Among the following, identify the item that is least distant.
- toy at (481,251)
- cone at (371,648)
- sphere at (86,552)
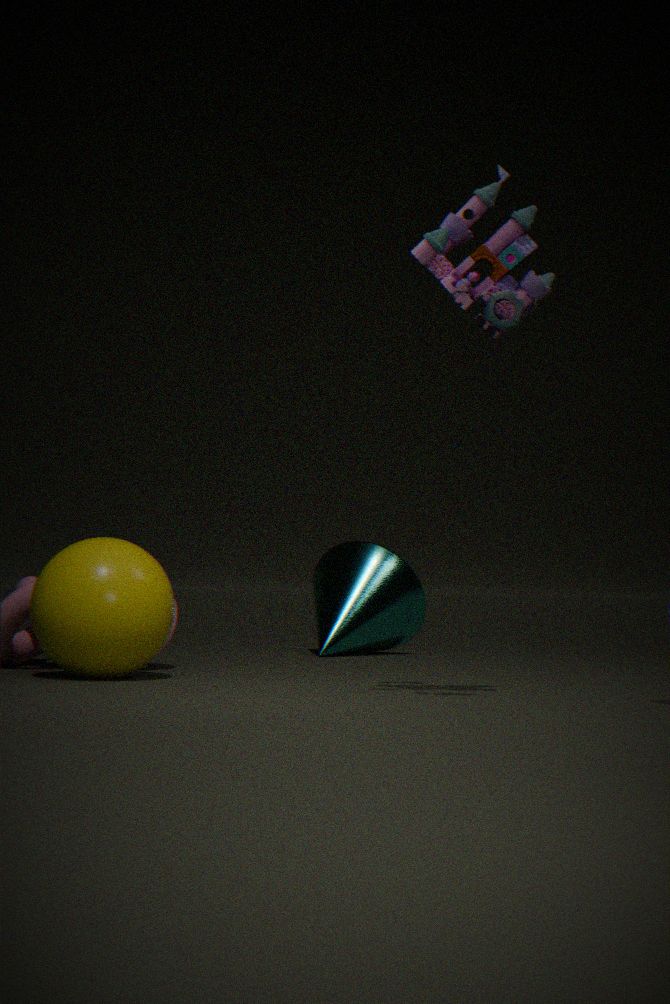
toy at (481,251)
